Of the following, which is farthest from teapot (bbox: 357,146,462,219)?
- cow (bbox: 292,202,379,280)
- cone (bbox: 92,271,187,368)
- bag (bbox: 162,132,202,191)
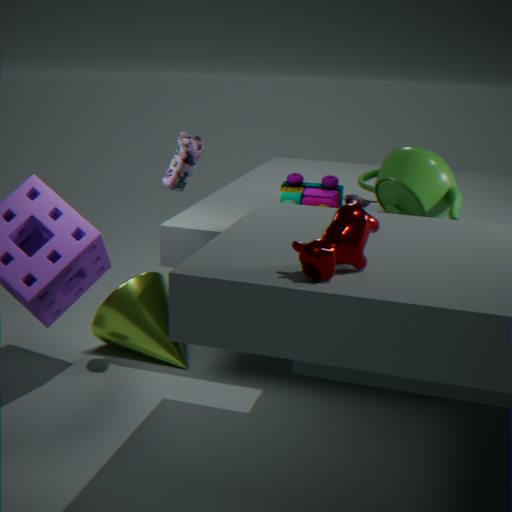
cone (bbox: 92,271,187,368)
